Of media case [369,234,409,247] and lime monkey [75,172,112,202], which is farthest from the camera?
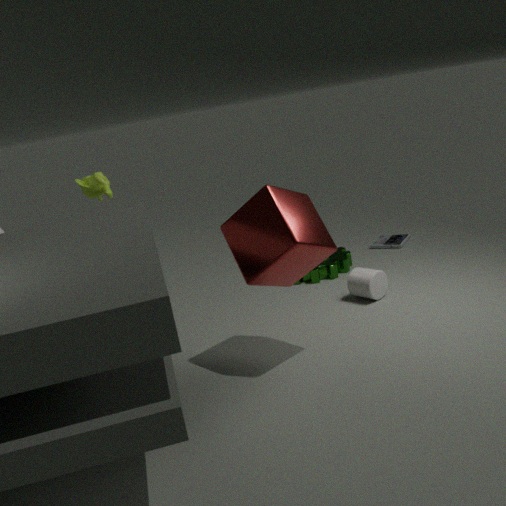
media case [369,234,409,247]
